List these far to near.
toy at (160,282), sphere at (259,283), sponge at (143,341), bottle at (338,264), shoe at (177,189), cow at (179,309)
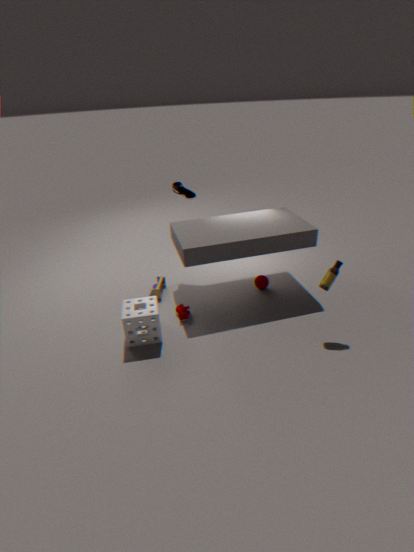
shoe at (177,189) → sphere at (259,283) → toy at (160,282) → cow at (179,309) → sponge at (143,341) → bottle at (338,264)
